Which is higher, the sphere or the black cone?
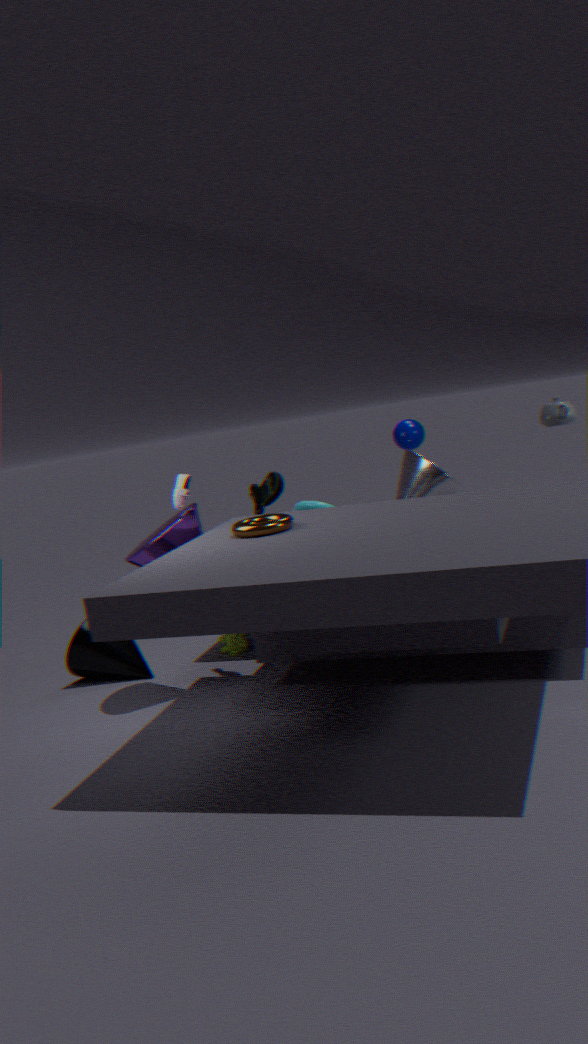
the sphere
